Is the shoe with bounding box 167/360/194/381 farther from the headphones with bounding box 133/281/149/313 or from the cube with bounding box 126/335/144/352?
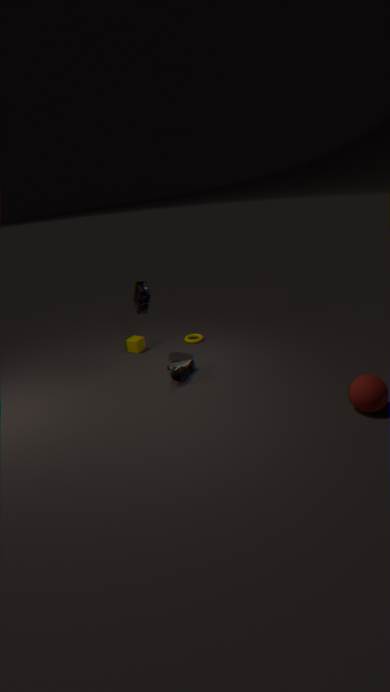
the cube with bounding box 126/335/144/352
